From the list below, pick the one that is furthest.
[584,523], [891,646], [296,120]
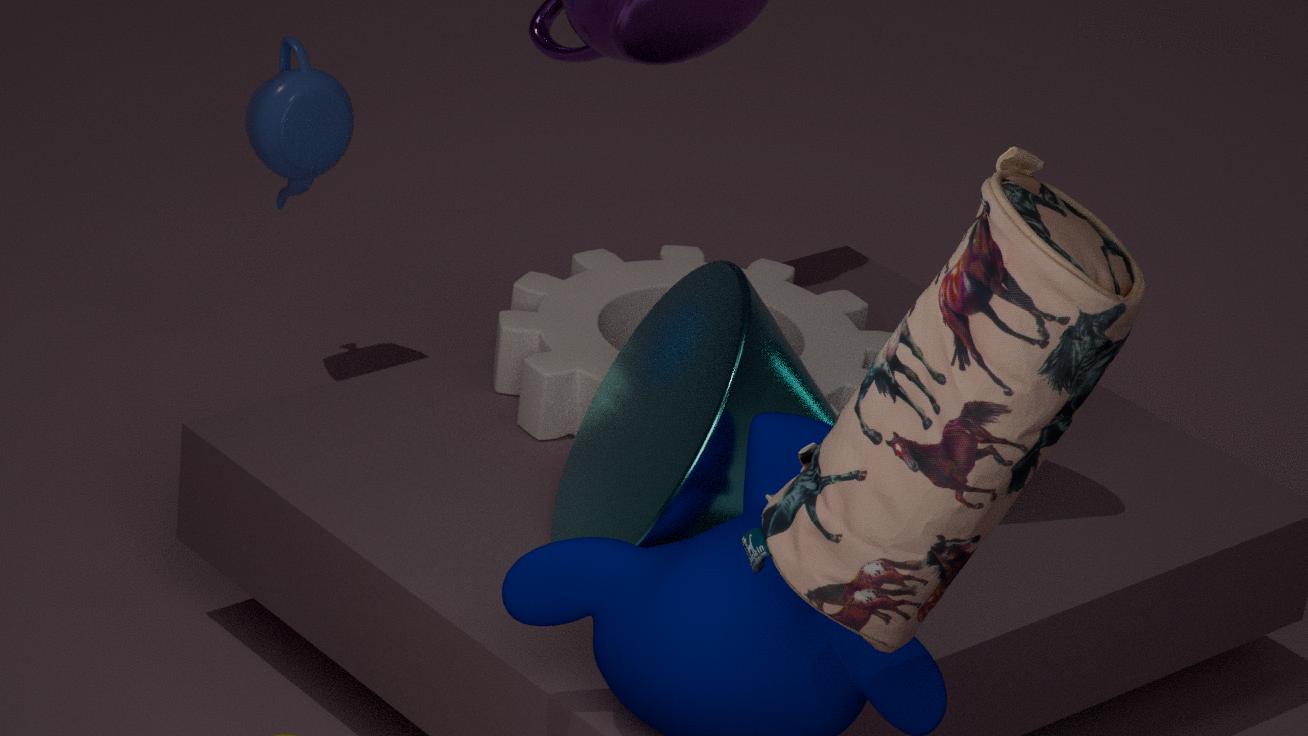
[296,120]
